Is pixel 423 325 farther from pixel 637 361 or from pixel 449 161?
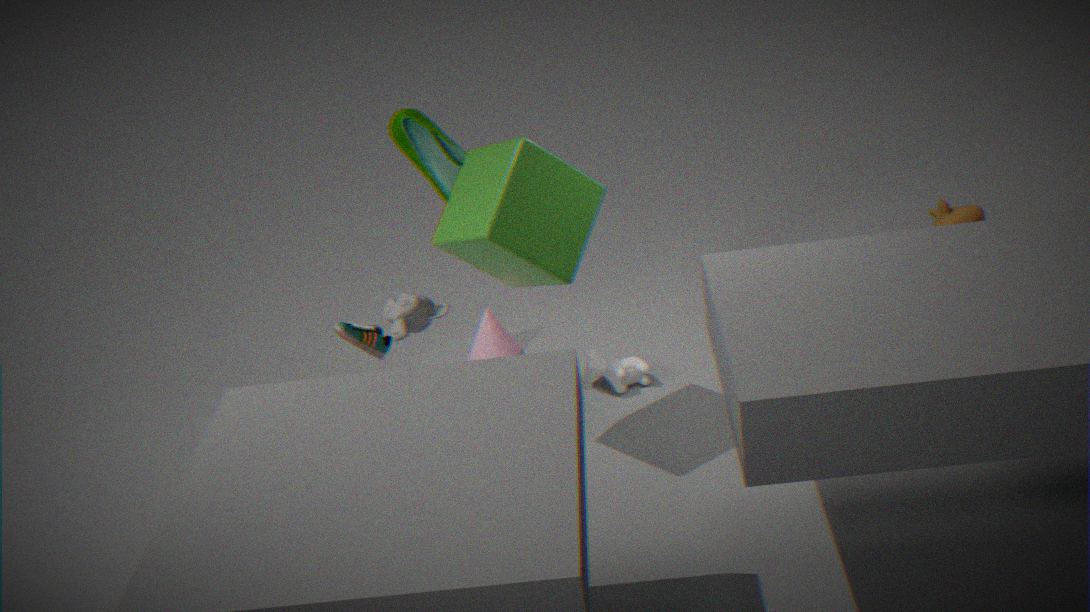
pixel 637 361
